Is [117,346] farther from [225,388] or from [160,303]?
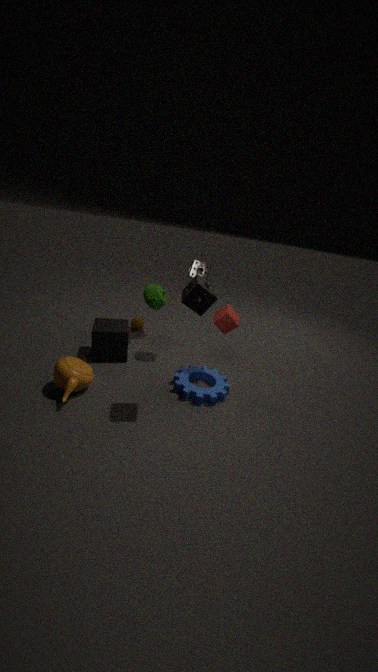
[225,388]
